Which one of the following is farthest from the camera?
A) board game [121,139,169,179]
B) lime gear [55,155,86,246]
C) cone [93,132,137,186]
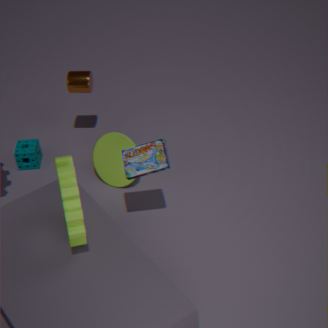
cone [93,132,137,186]
